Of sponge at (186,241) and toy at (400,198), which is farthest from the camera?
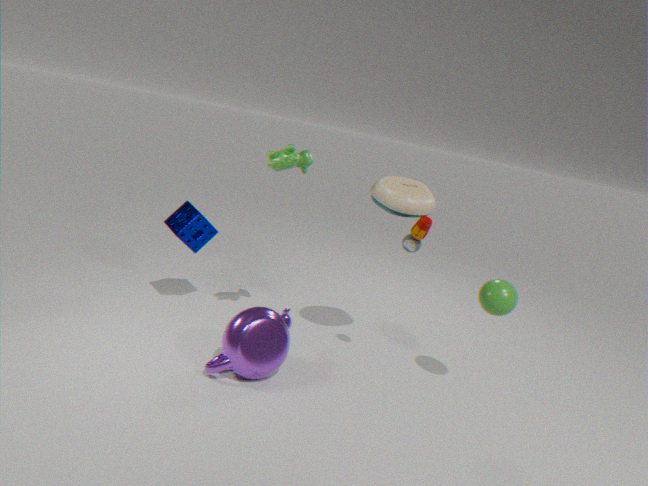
sponge at (186,241)
